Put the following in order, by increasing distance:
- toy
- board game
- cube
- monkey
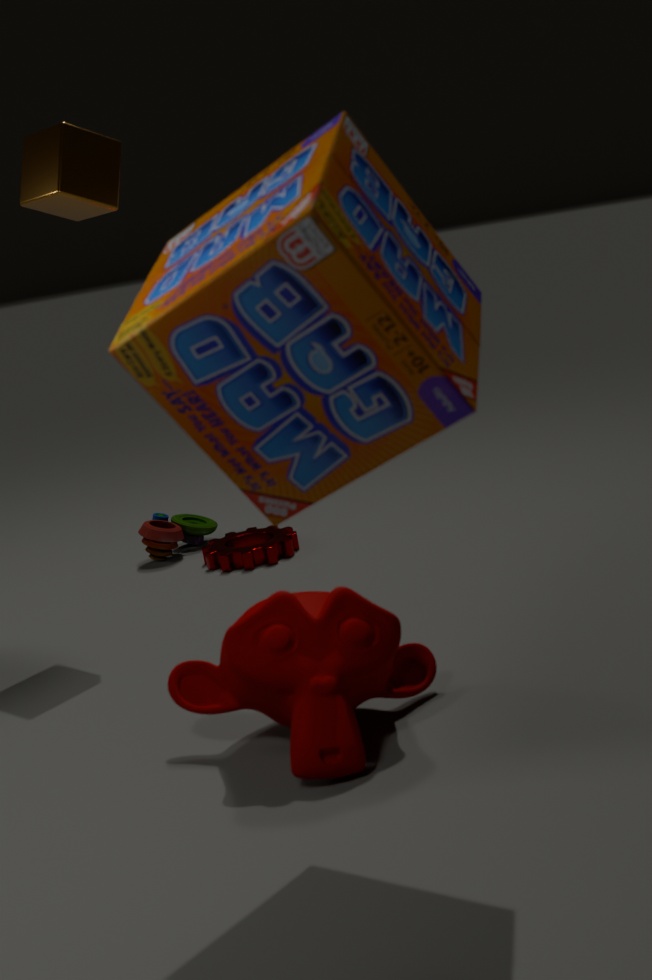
board game → monkey → cube → toy
